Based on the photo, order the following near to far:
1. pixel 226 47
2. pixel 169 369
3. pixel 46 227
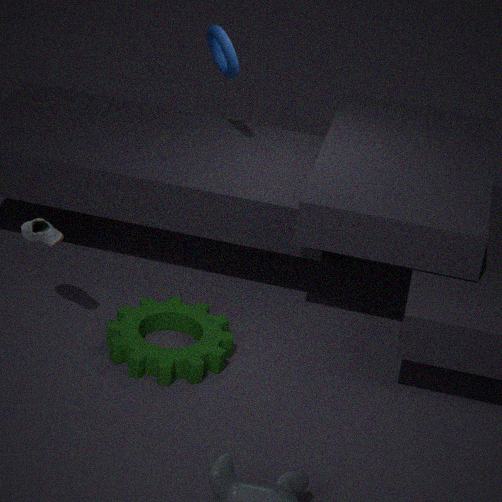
1. pixel 169 369
2. pixel 46 227
3. pixel 226 47
